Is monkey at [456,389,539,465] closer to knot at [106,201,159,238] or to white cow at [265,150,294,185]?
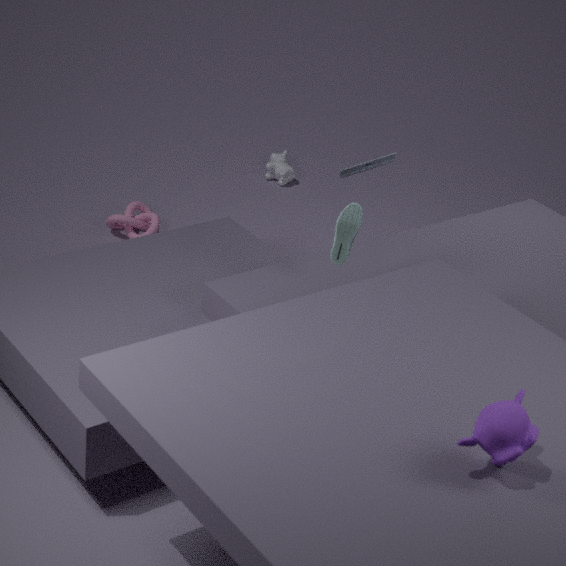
knot at [106,201,159,238]
